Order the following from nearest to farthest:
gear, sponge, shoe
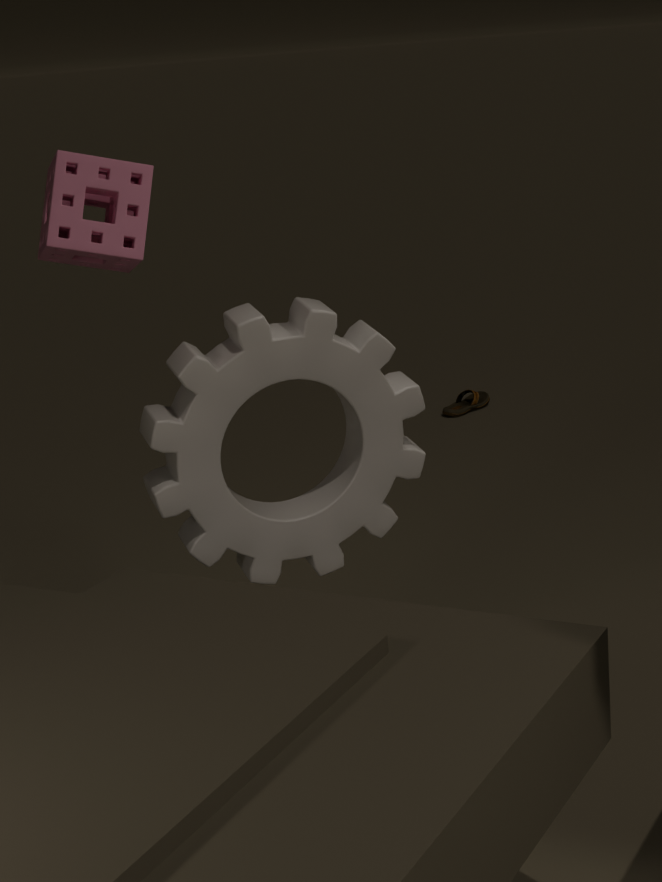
gear, sponge, shoe
